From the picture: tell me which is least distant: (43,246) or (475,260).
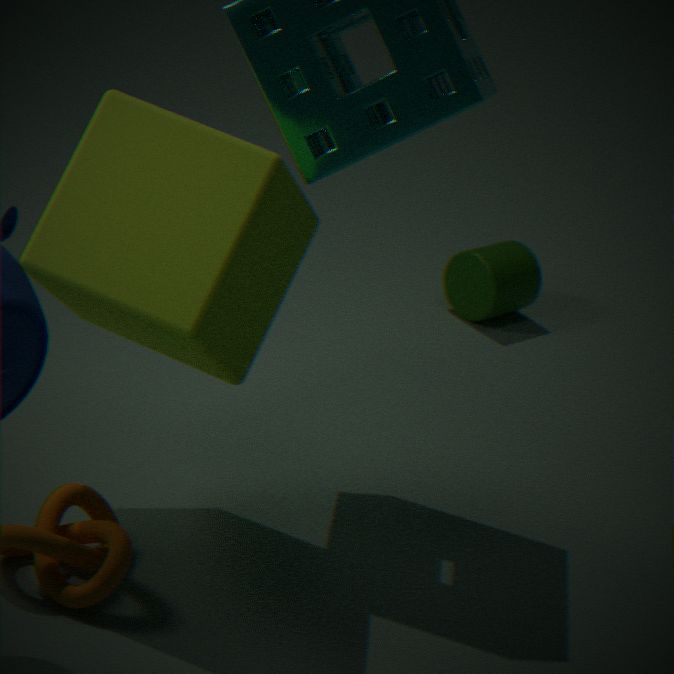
(43,246)
